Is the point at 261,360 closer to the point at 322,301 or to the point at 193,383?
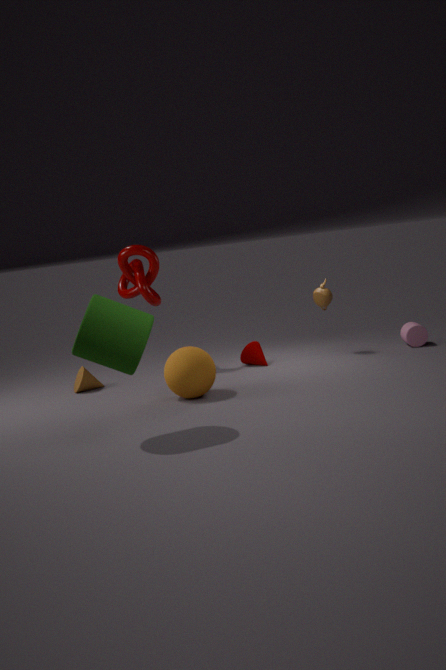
the point at 322,301
